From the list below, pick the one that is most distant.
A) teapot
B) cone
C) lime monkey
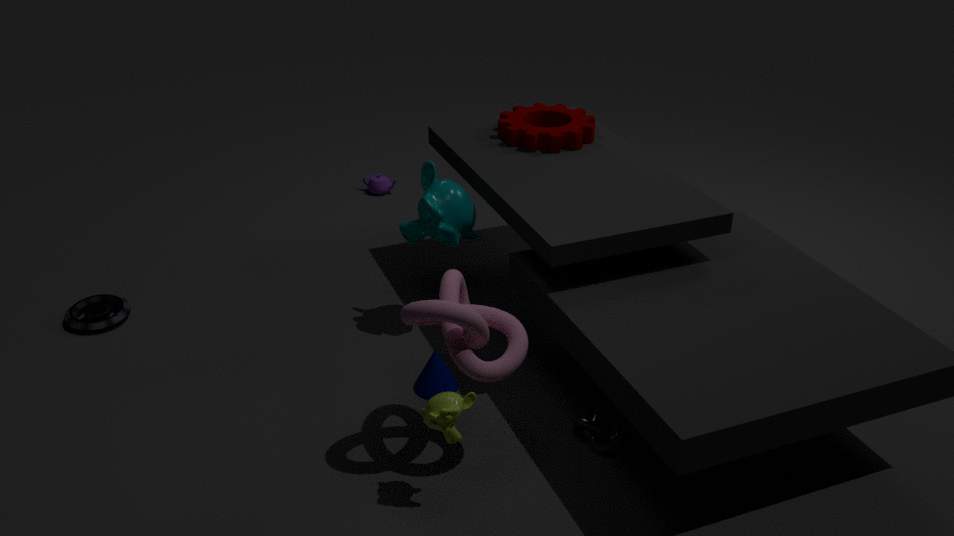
teapot
